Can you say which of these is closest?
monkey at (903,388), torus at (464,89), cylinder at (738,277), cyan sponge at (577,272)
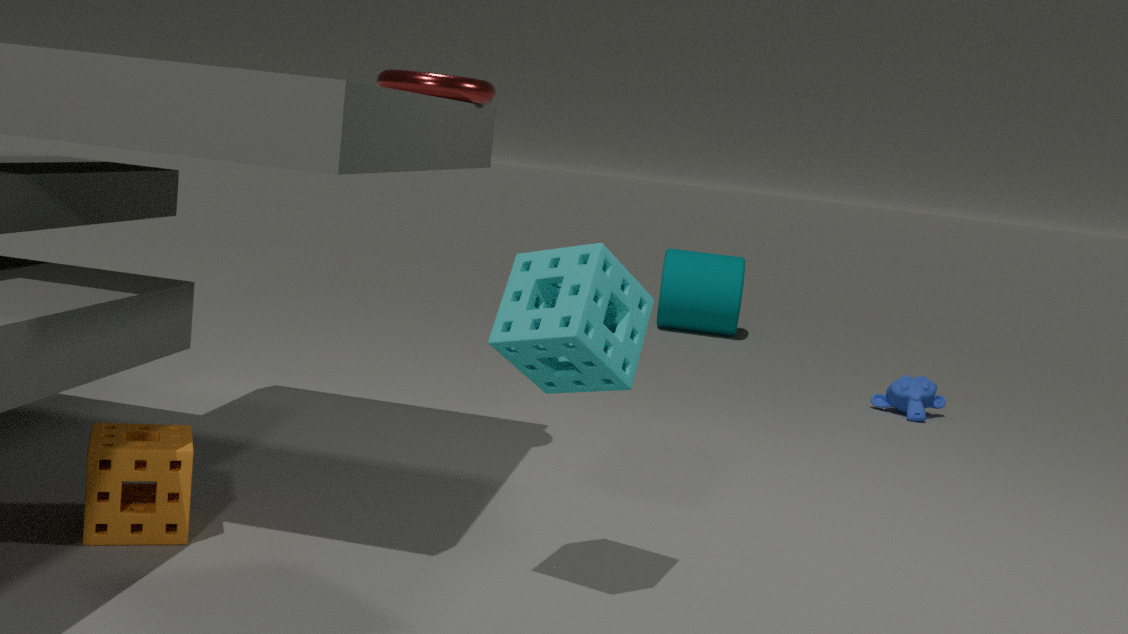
cyan sponge at (577,272)
